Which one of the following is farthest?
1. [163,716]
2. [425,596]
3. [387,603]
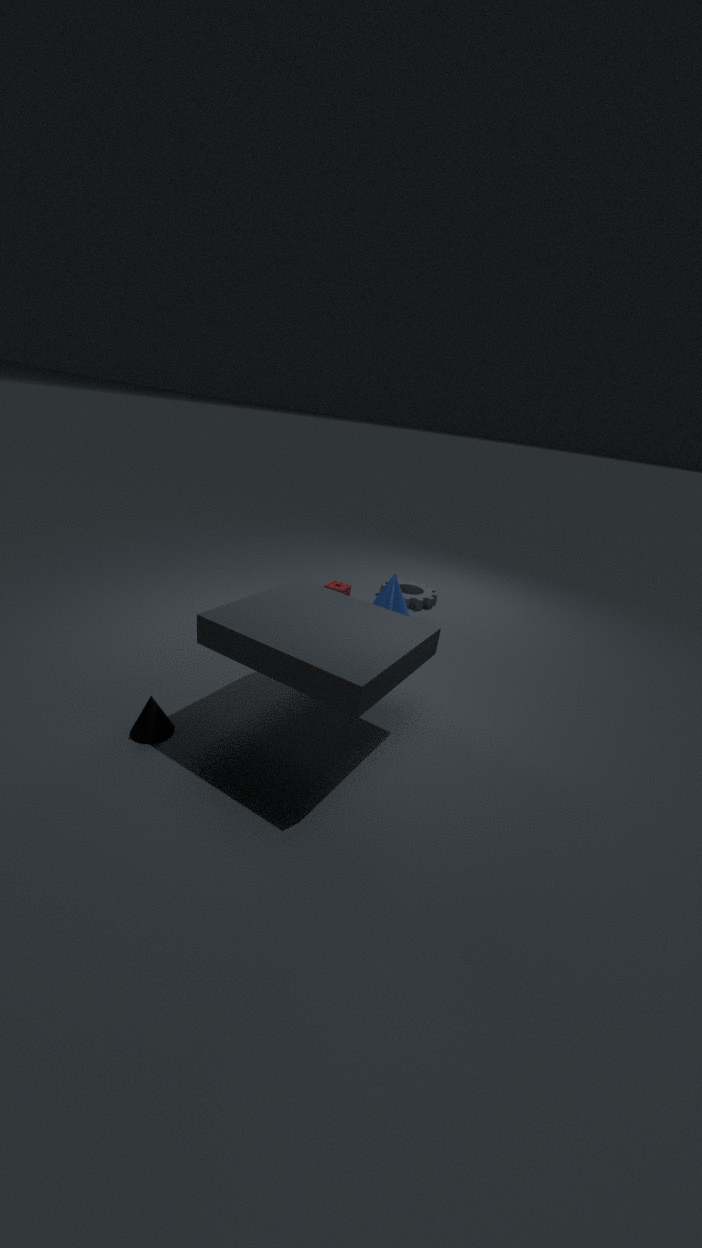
[425,596]
